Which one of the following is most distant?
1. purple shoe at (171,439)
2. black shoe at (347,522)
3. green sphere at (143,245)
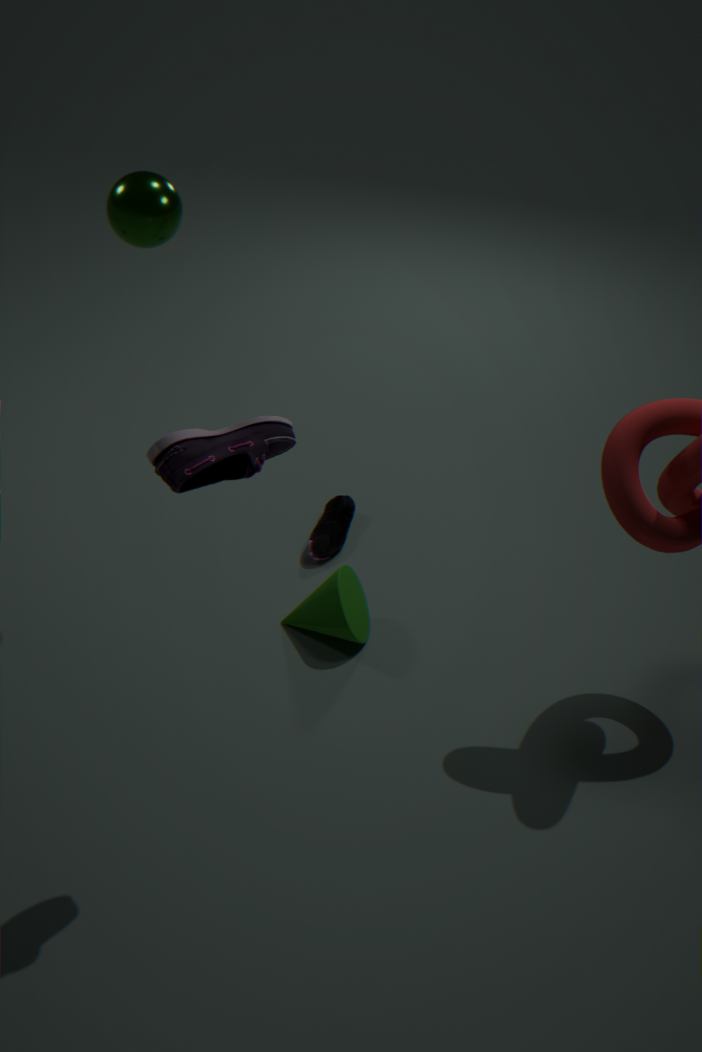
black shoe at (347,522)
